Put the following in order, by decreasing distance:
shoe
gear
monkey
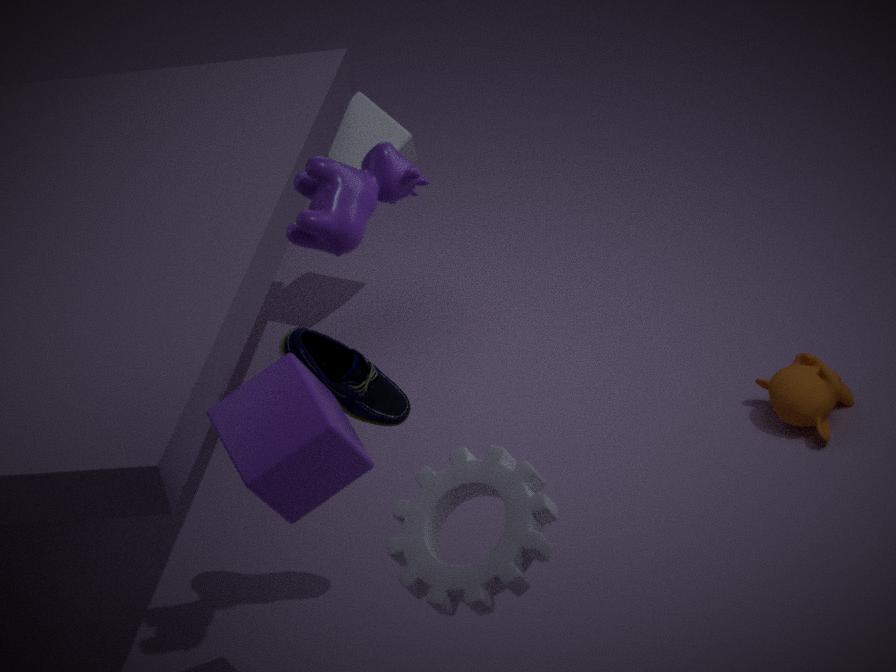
monkey, shoe, gear
